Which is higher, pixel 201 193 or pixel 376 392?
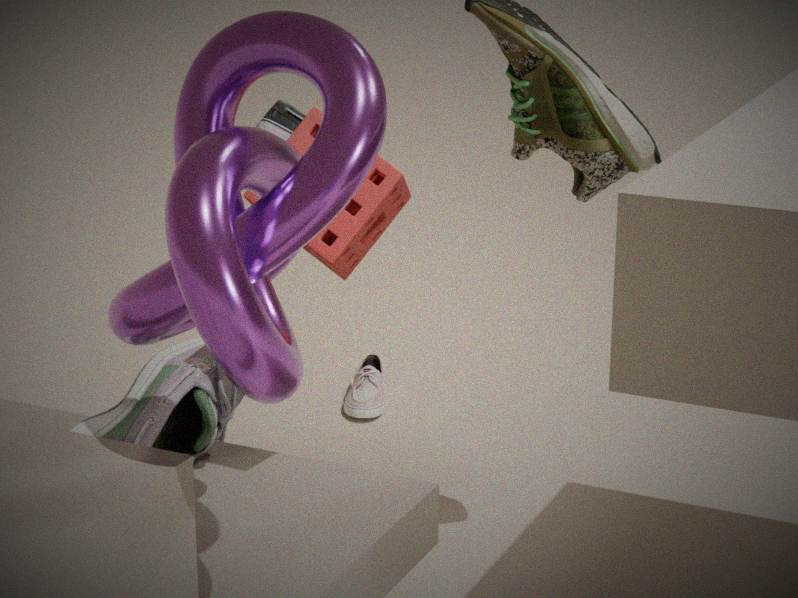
pixel 201 193
